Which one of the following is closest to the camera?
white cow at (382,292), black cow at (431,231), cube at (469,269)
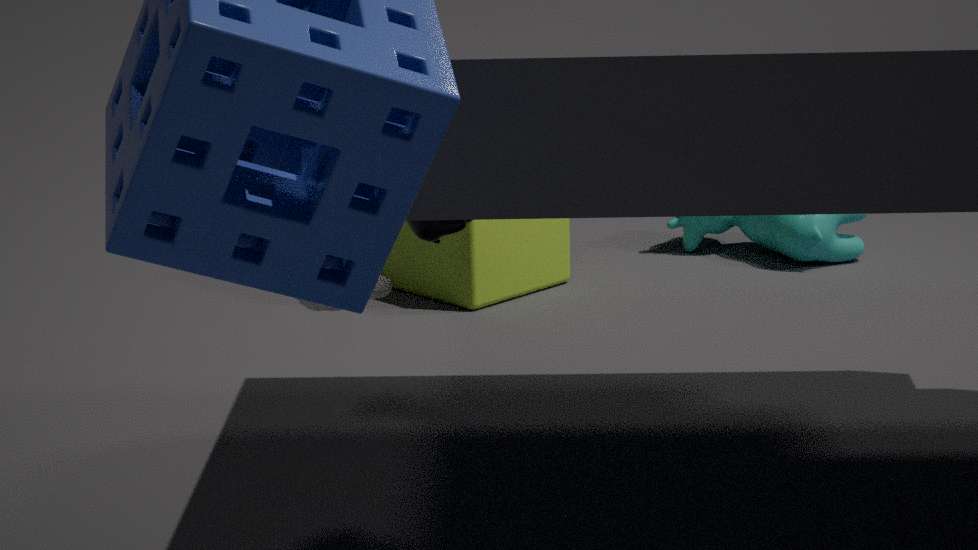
white cow at (382,292)
